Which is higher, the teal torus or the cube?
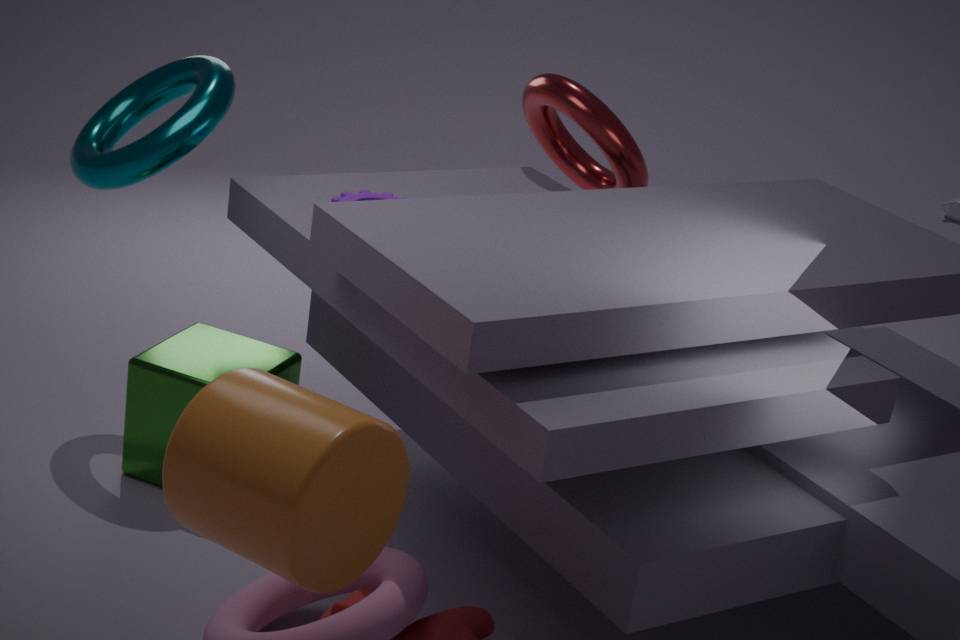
the teal torus
